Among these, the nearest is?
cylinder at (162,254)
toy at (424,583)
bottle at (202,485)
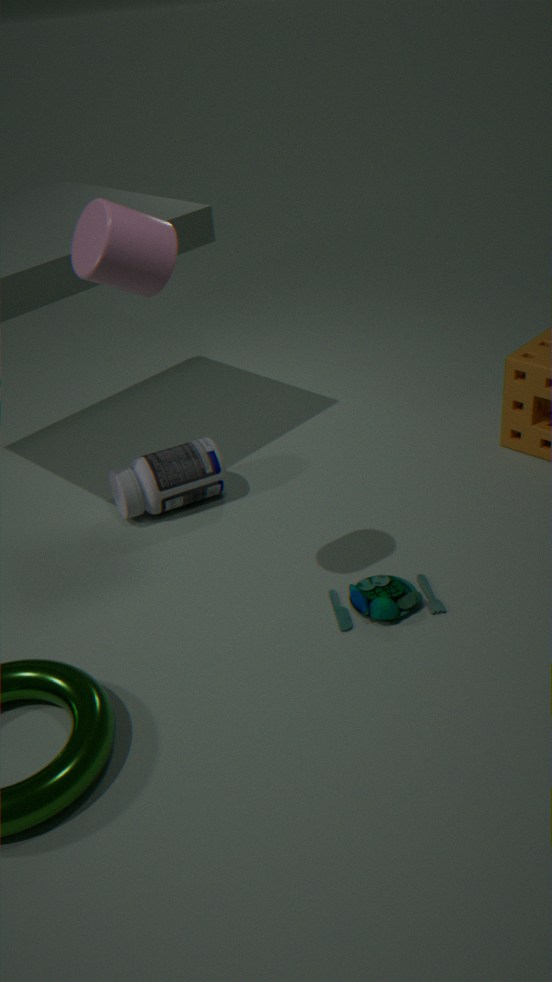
cylinder at (162,254)
